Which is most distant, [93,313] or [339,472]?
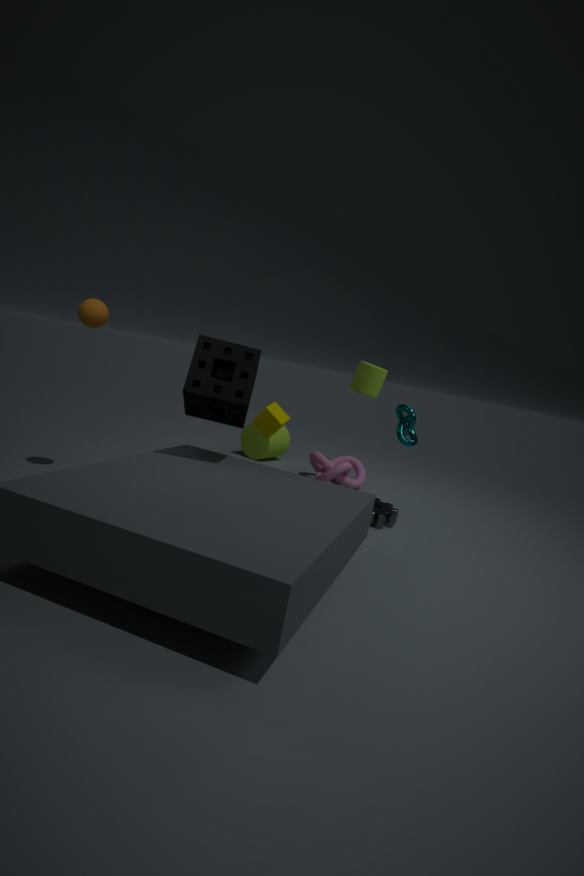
[339,472]
